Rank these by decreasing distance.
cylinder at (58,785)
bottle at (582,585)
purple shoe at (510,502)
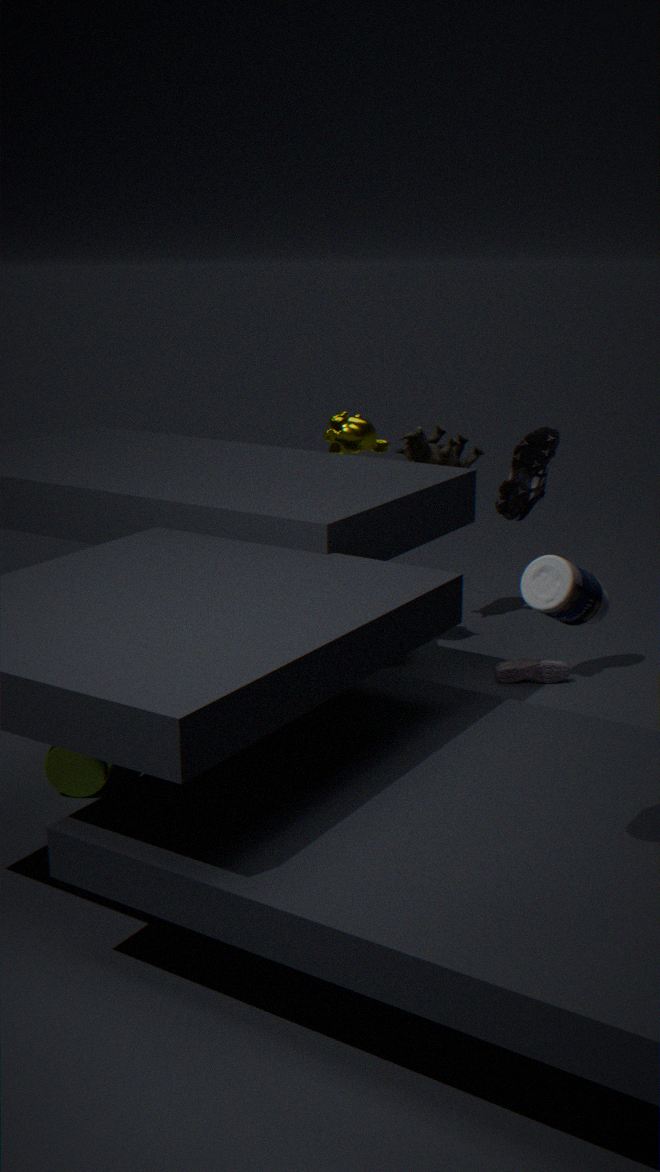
purple shoe at (510,502)
cylinder at (58,785)
bottle at (582,585)
